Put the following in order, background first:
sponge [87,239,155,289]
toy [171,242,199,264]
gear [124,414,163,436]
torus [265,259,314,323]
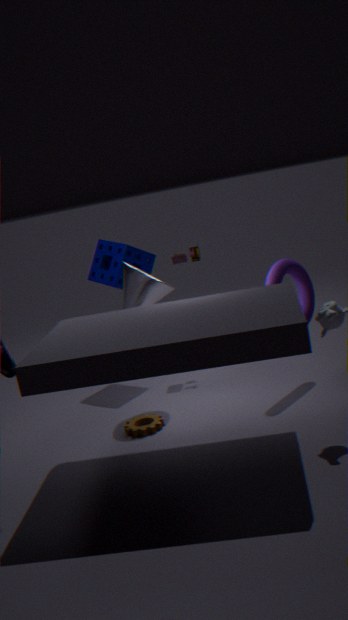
1. toy [171,242,199,264]
2. sponge [87,239,155,289]
3. torus [265,259,314,323]
4. gear [124,414,163,436]
